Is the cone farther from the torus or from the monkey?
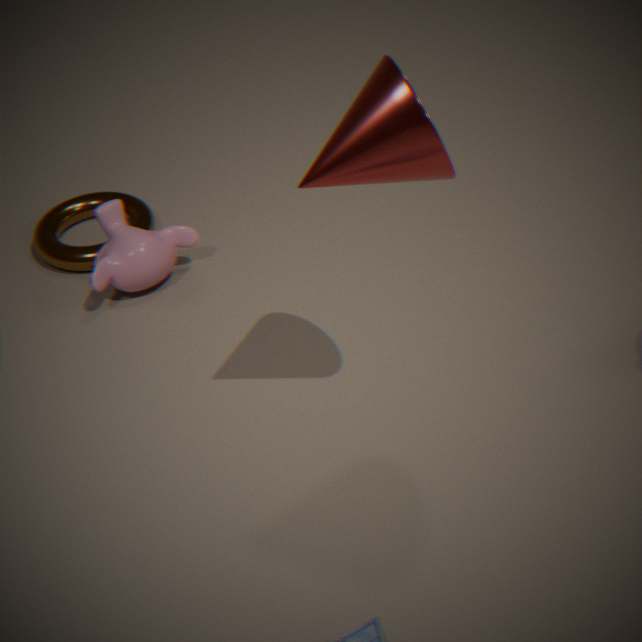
the torus
